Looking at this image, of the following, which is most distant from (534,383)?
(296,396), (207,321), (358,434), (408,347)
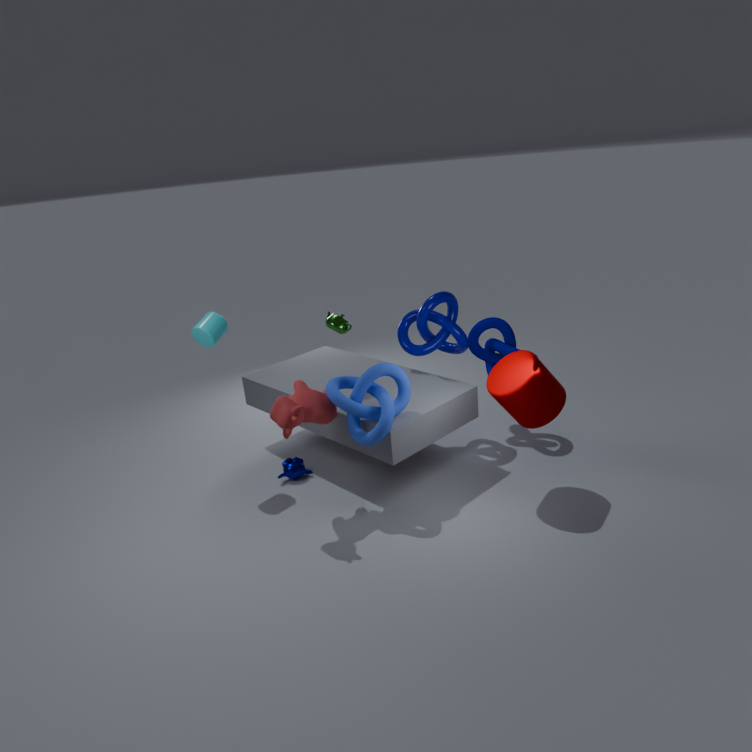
(207,321)
